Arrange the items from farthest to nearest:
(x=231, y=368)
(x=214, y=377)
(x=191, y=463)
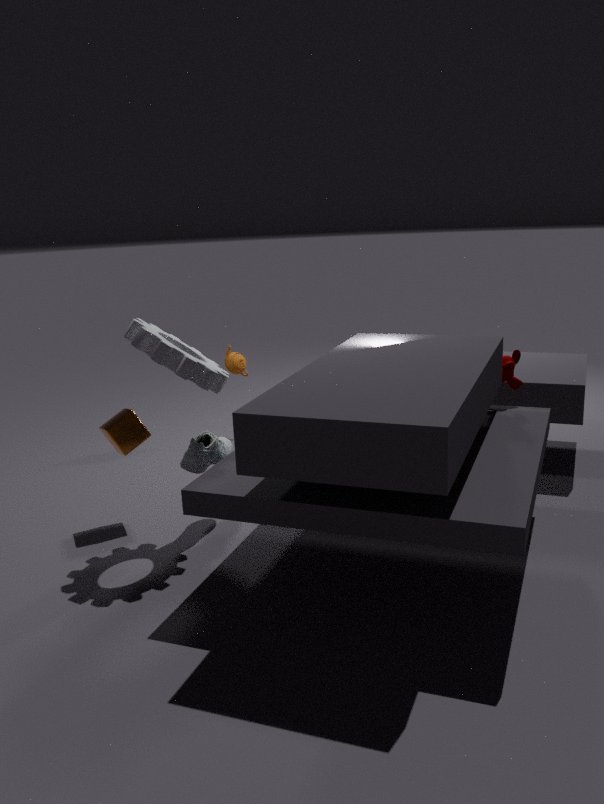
1. (x=231, y=368)
2. (x=191, y=463)
3. (x=214, y=377)
